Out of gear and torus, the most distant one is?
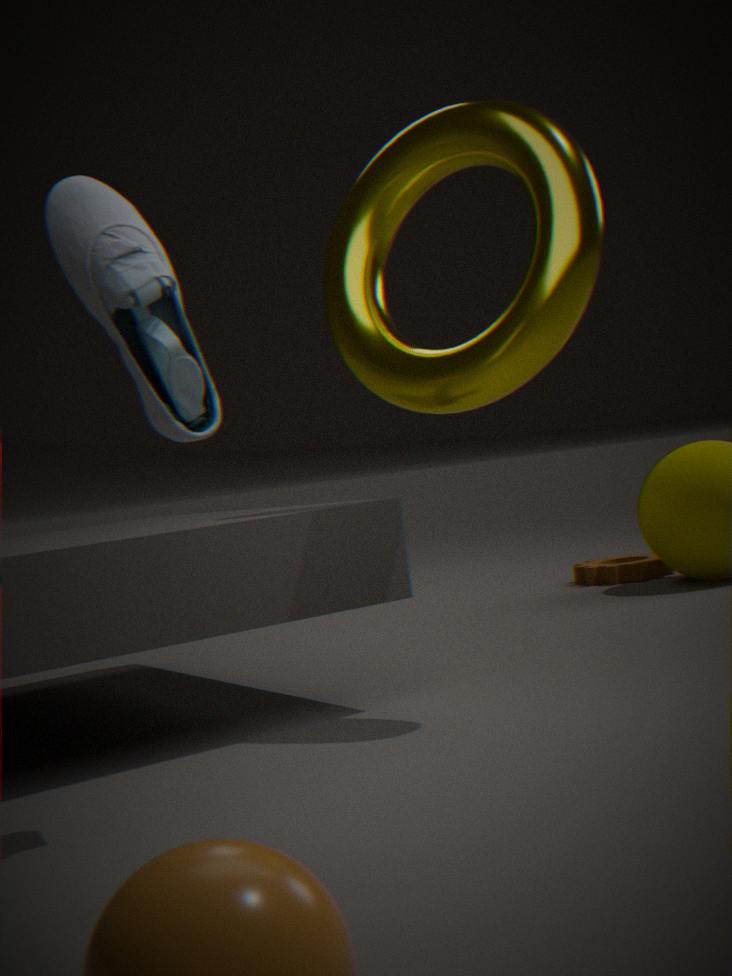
gear
